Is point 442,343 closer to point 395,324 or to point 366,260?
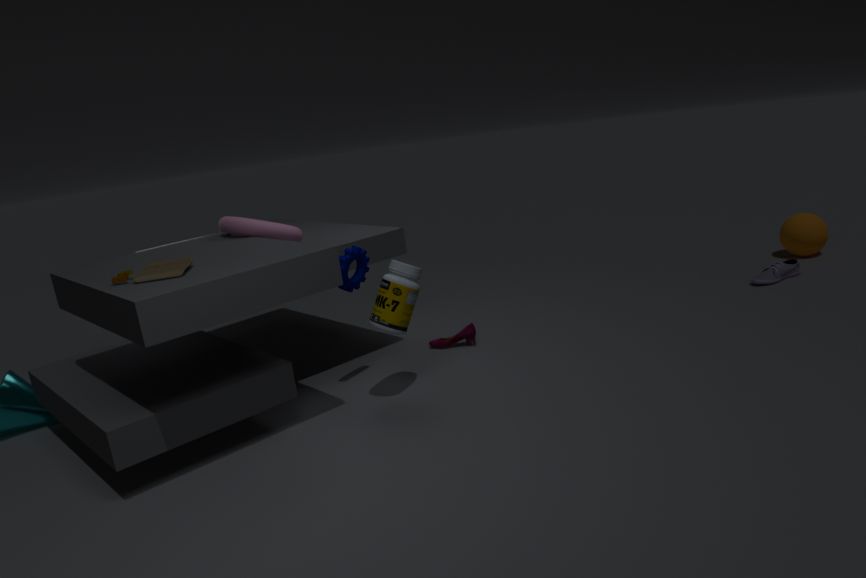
point 395,324
